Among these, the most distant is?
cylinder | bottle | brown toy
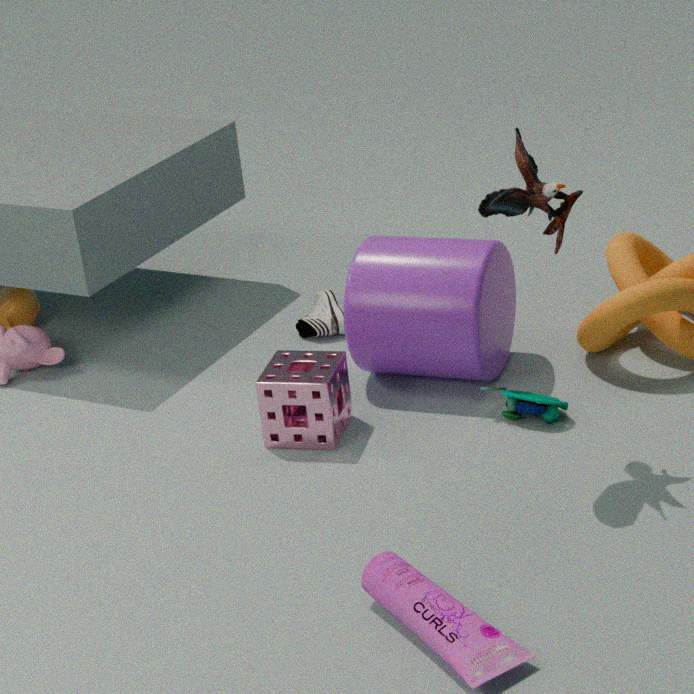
cylinder
